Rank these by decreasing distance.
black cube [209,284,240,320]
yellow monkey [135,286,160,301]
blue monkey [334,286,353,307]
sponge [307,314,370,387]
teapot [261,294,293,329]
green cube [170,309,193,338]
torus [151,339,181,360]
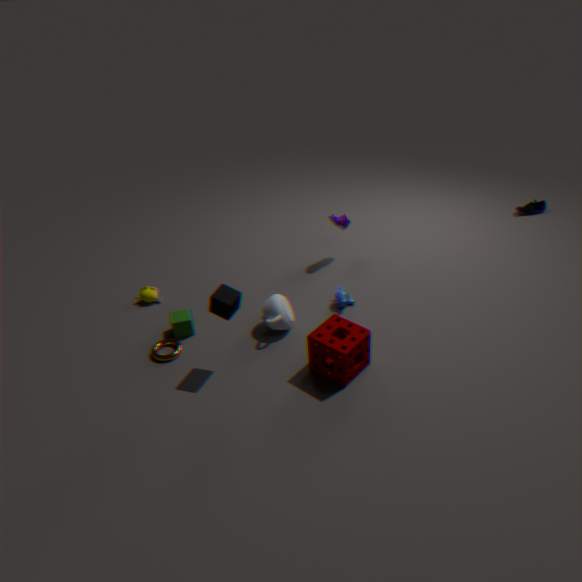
yellow monkey [135,286,160,301], blue monkey [334,286,353,307], green cube [170,309,193,338], teapot [261,294,293,329], torus [151,339,181,360], black cube [209,284,240,320], sponge [307,314,370,387]
